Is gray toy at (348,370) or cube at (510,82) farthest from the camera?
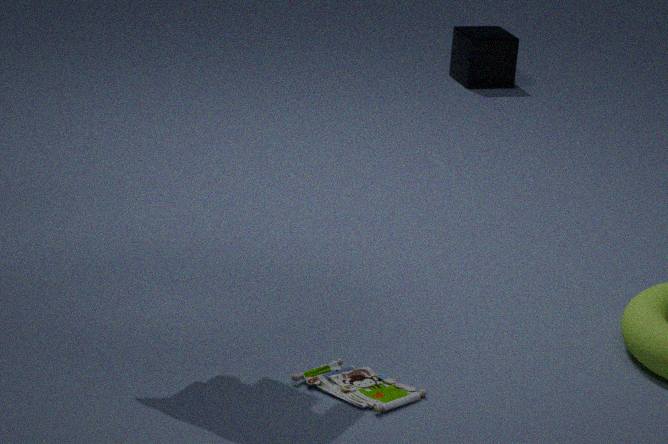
cube at (510,82)
